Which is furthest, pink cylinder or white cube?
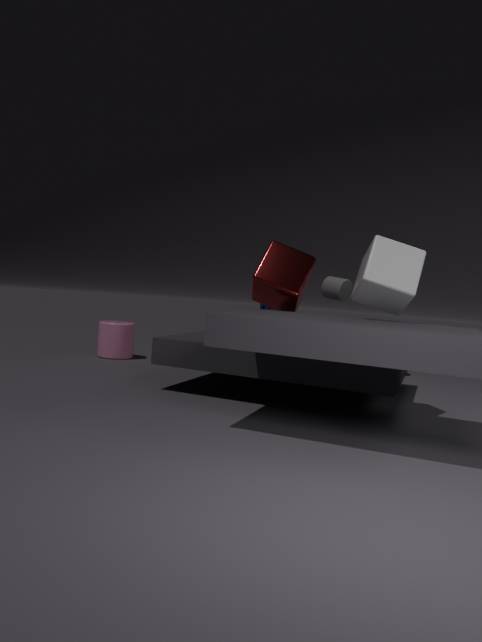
pink cylinder
